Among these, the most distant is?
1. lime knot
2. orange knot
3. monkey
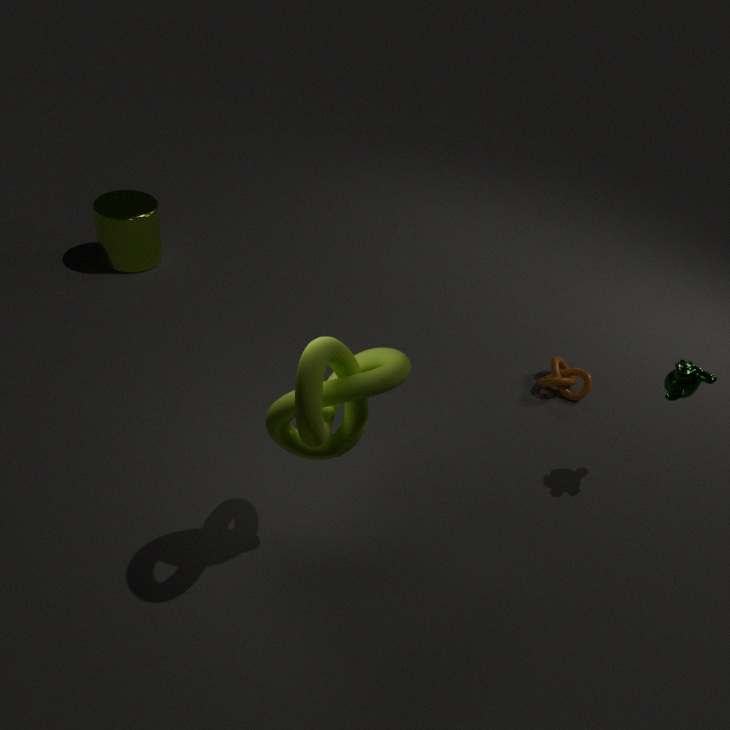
orange knot
